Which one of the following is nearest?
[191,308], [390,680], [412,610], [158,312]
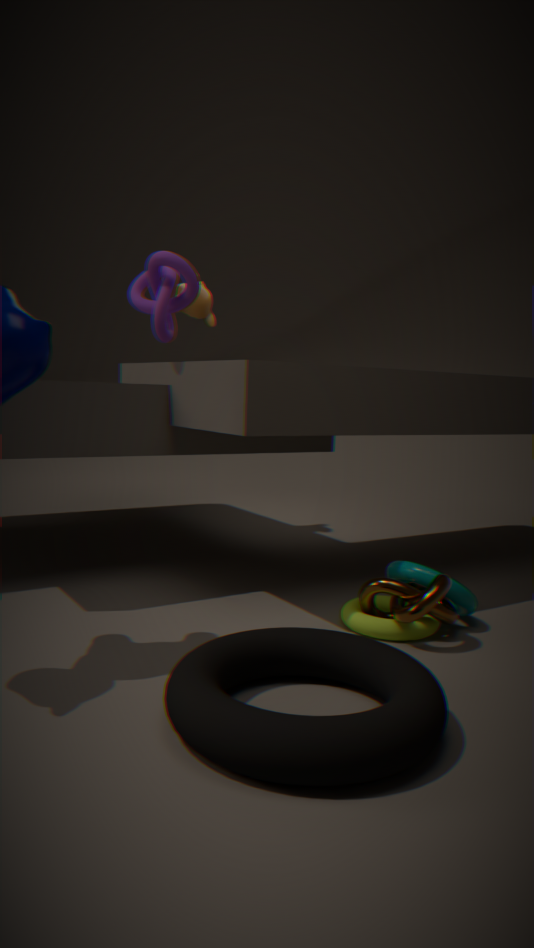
[390,680]
